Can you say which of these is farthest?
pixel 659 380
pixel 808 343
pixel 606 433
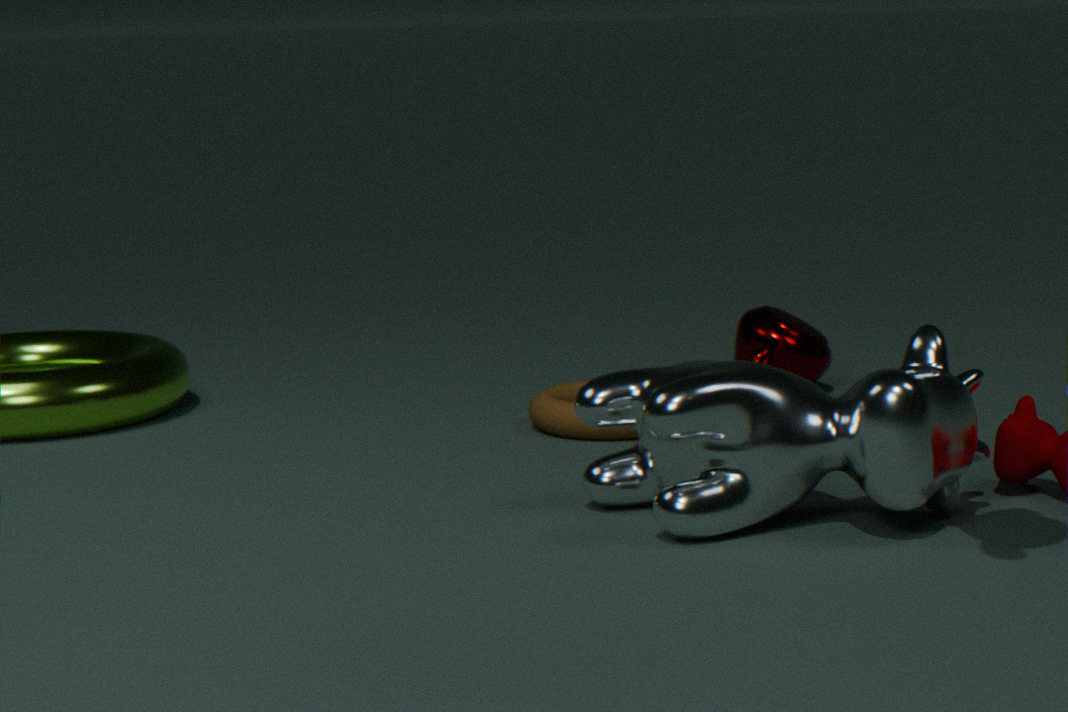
pixel 808 343
